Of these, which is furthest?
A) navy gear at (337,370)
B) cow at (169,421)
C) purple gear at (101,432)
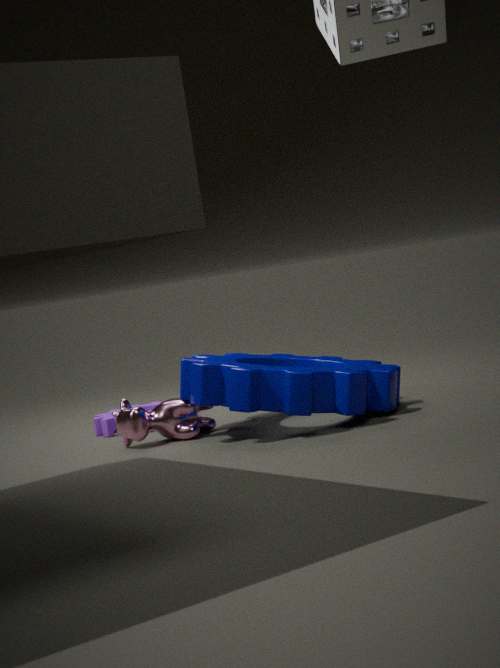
purple gear at (101,432)
